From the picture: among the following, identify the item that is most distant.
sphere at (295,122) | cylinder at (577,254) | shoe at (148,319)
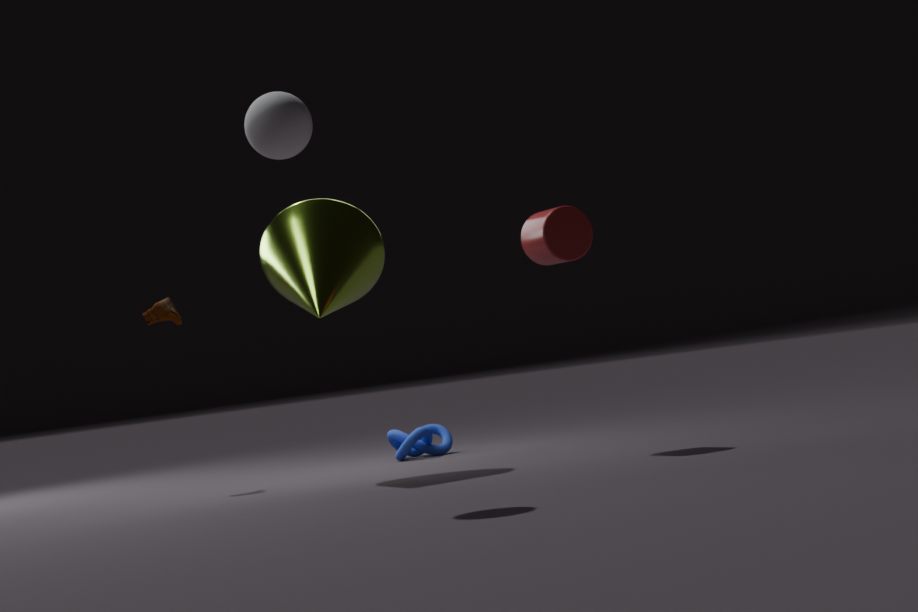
shoe at (148,319)
